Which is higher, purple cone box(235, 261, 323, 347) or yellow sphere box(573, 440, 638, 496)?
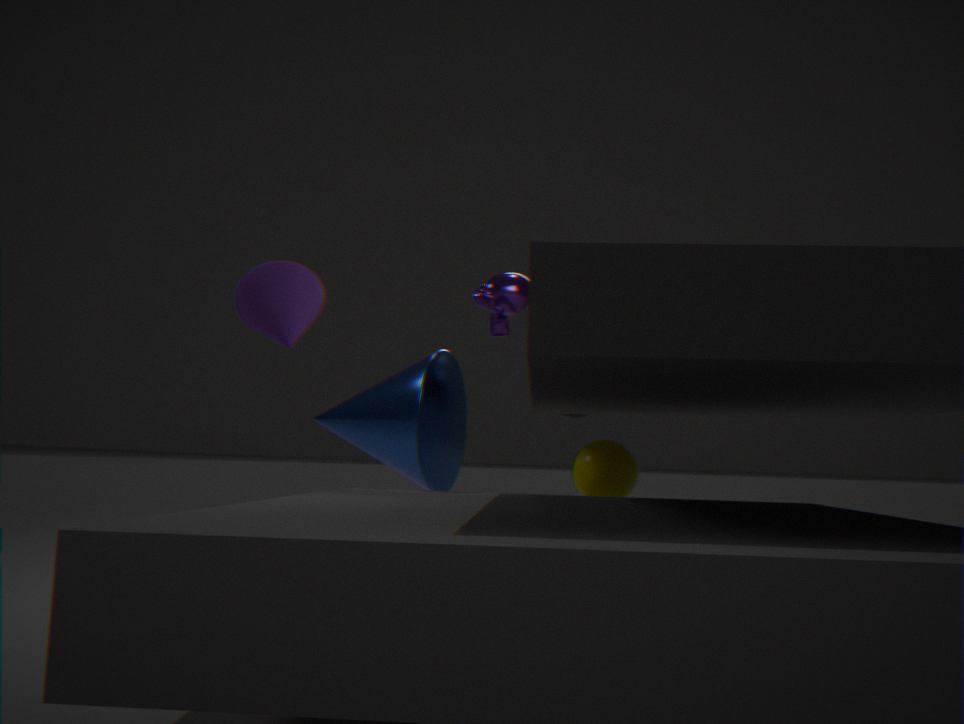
purple cone box(235, 261, 323, 347)
